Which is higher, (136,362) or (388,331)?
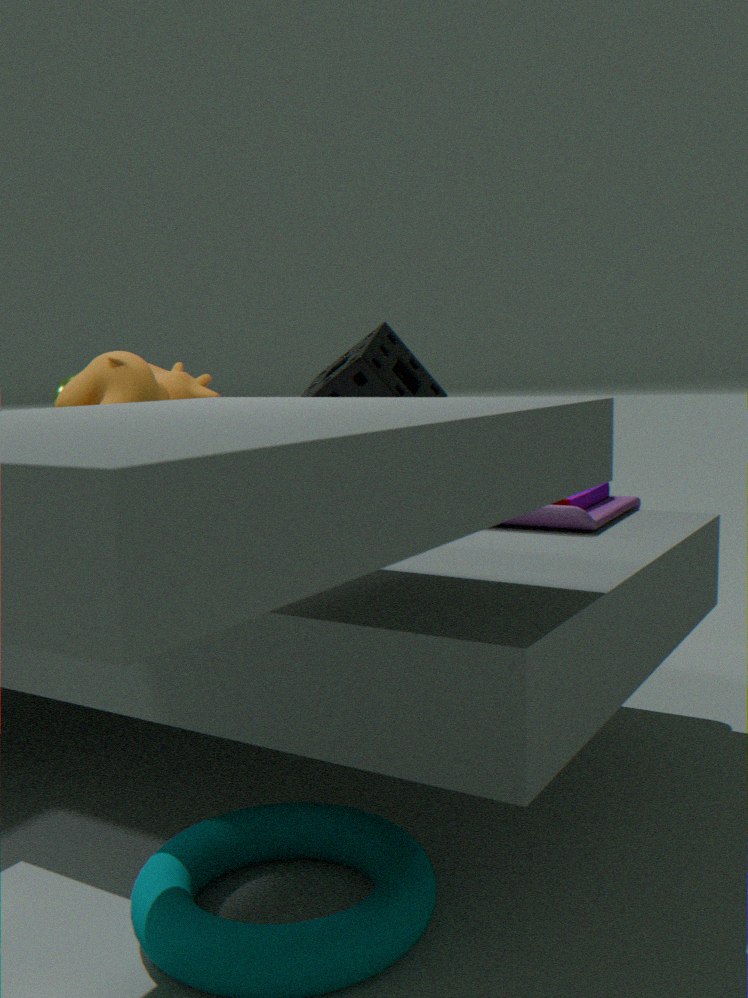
(136,362)
